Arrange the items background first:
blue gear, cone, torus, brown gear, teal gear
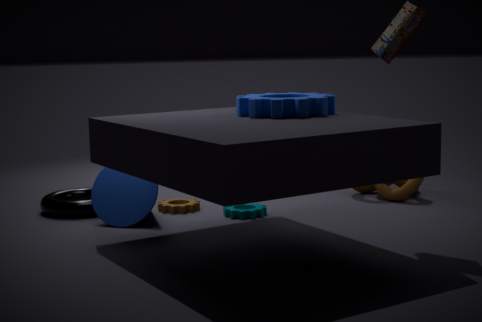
1. brown gear
2. torus
3. teal gear
4. cone
5. blue gear
